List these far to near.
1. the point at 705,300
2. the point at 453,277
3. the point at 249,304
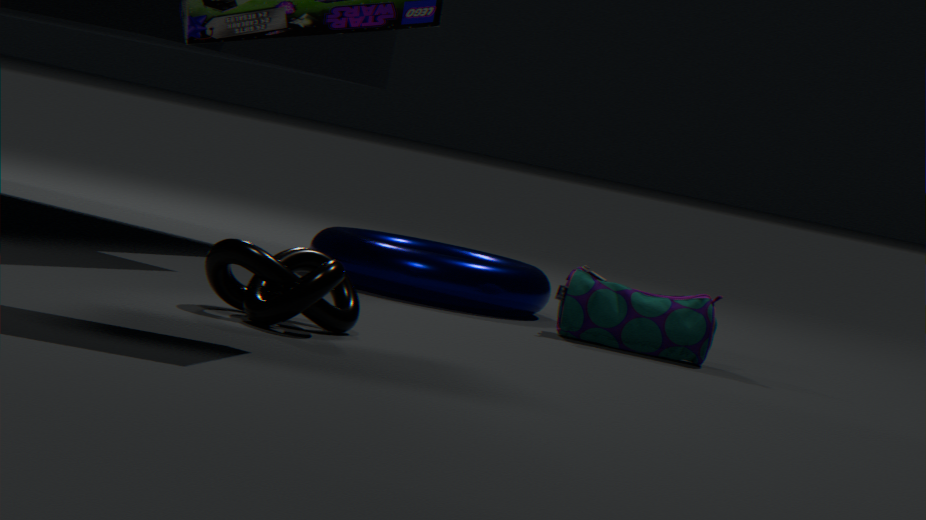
1. the point at 453,277
2. the point at 705,300
3. the point at 249,304
